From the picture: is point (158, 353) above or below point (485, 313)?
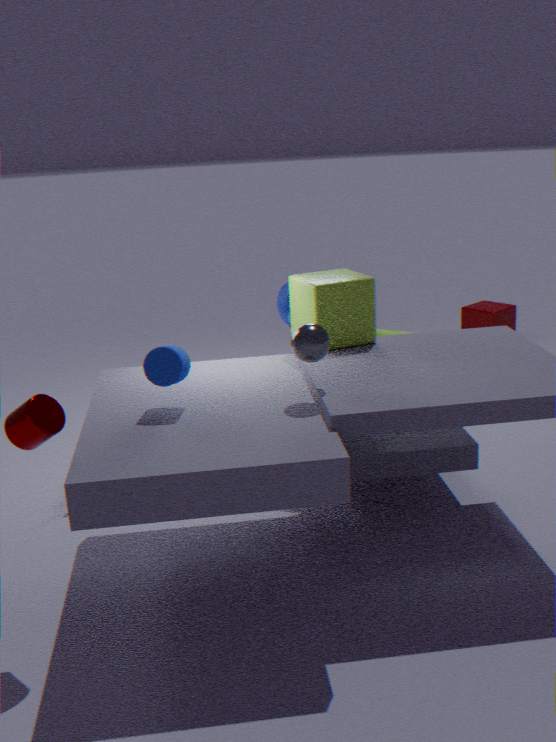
above
